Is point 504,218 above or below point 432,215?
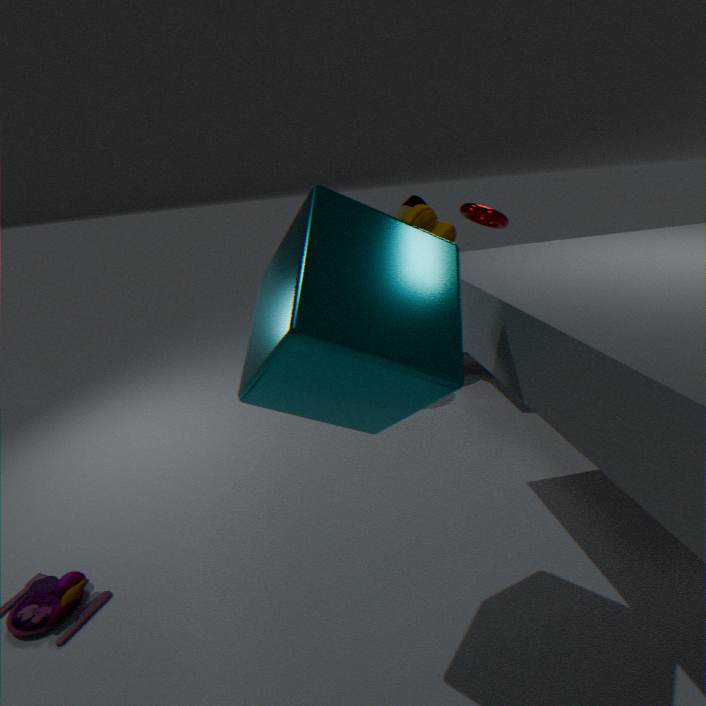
above
